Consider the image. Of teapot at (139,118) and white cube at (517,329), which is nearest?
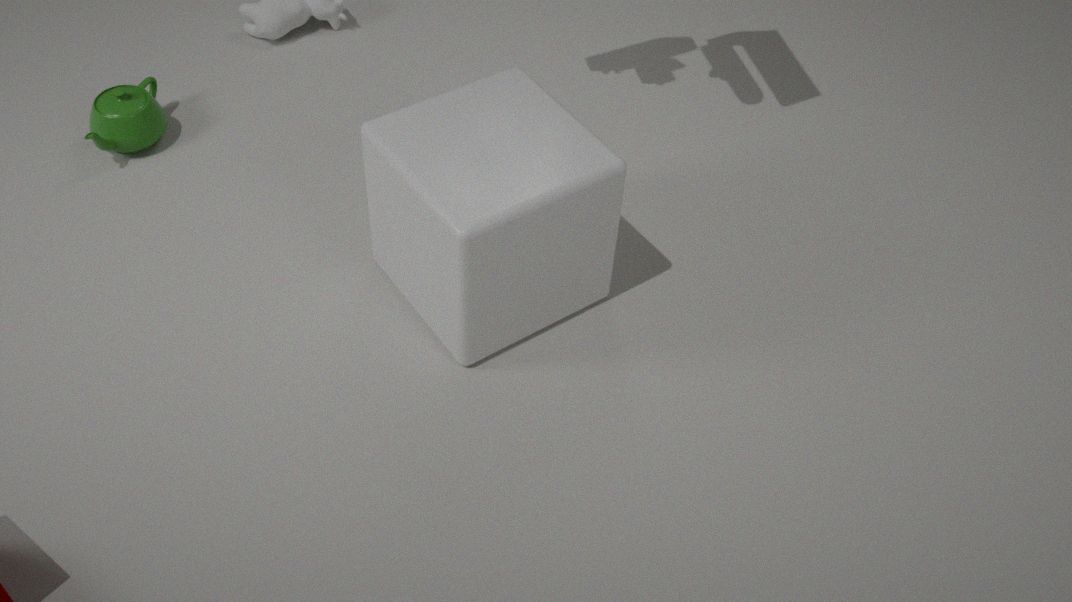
white cube at (517,329)
